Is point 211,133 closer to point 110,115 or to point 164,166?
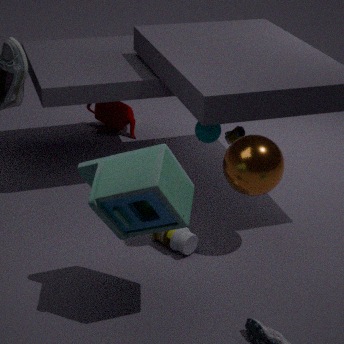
point 110,115
